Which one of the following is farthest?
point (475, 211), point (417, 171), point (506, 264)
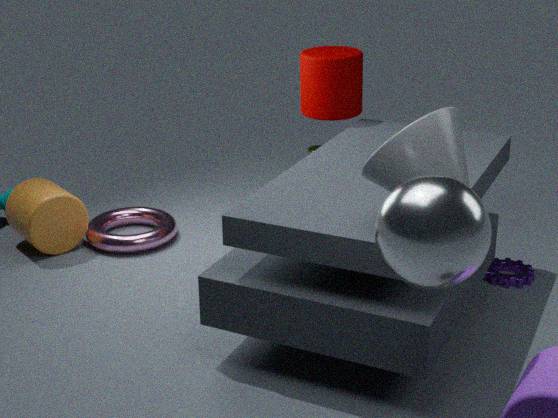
point (506, 264)
